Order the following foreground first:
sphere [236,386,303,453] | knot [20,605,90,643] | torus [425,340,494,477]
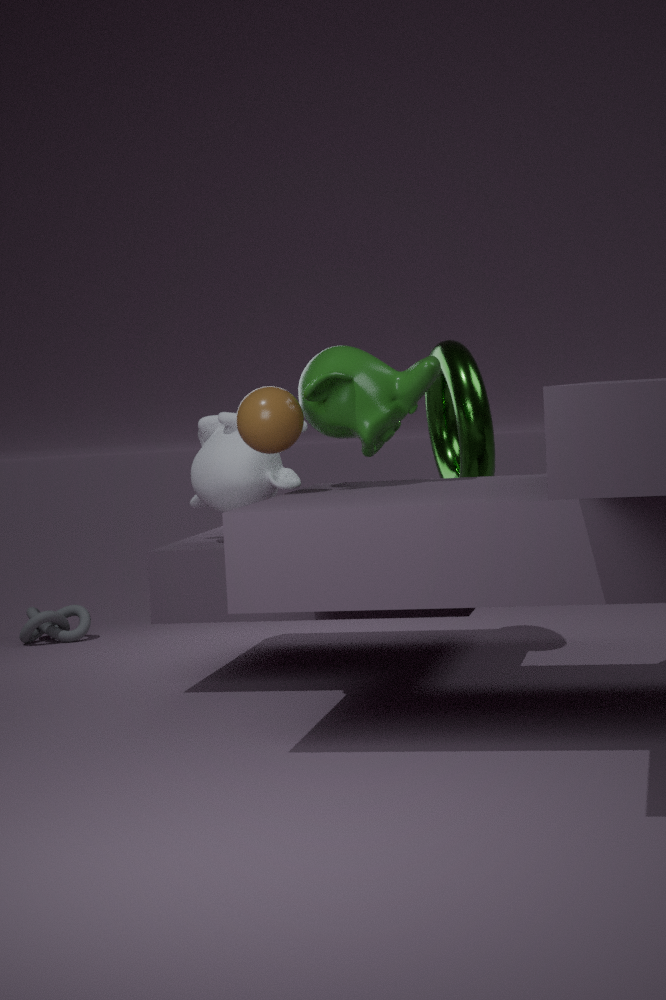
sphere [236,386,303,453] → torus [425,340,494,477] → knot [20,605,90,643]
